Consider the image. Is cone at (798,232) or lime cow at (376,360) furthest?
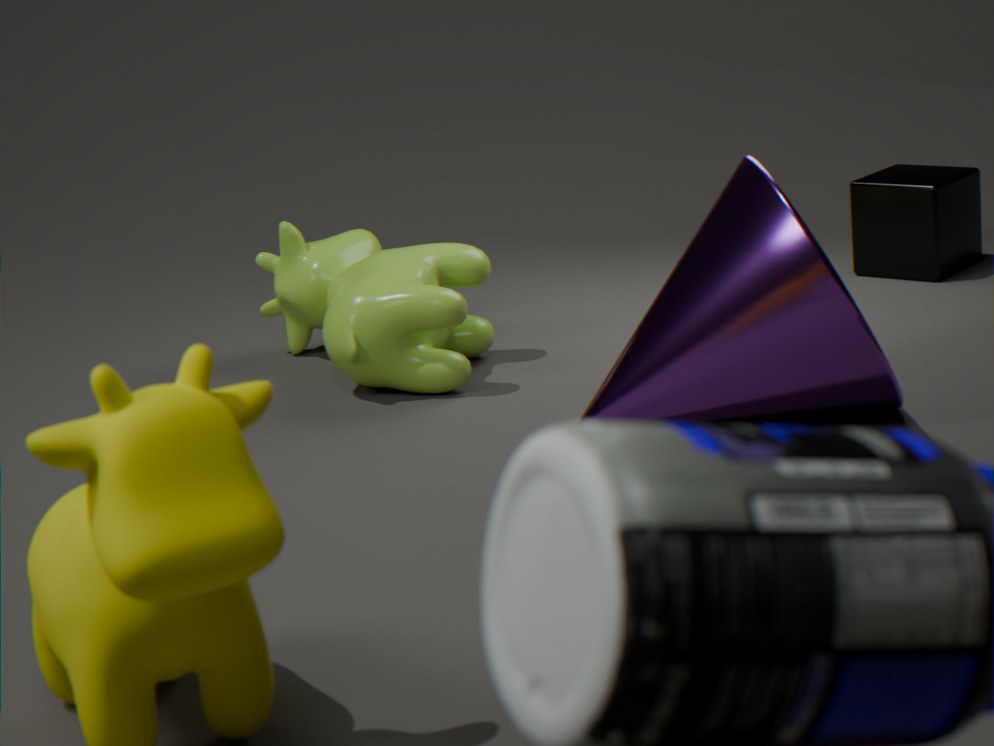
lime cow at (376,360)
